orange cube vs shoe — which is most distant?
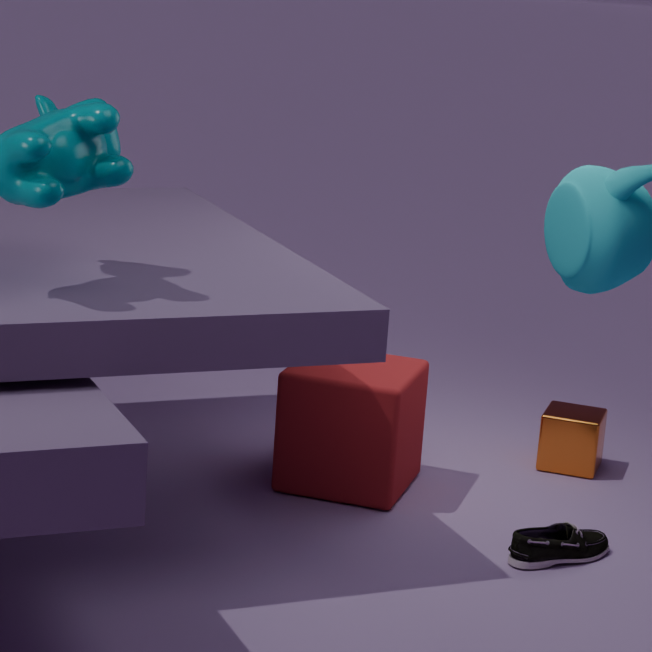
orange cube
